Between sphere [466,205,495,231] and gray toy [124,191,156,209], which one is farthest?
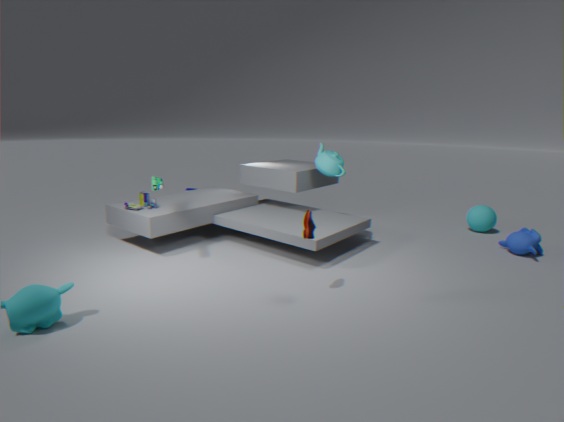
sphere [466,205,495,231]
